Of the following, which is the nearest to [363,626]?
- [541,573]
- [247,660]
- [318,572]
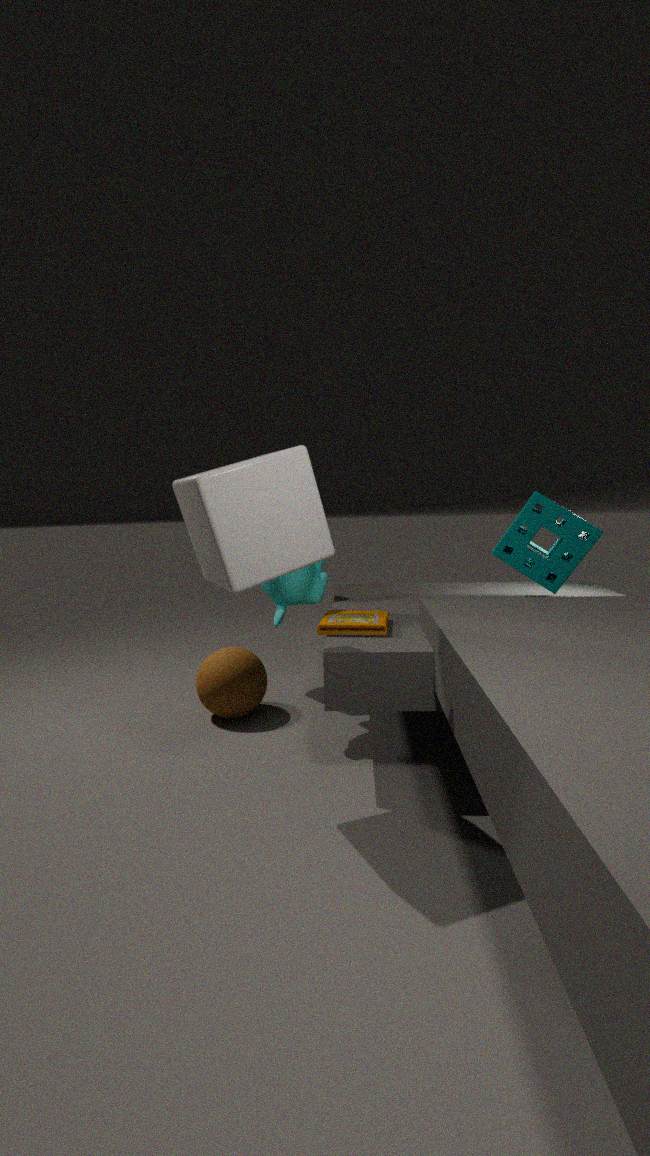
[318,572]
